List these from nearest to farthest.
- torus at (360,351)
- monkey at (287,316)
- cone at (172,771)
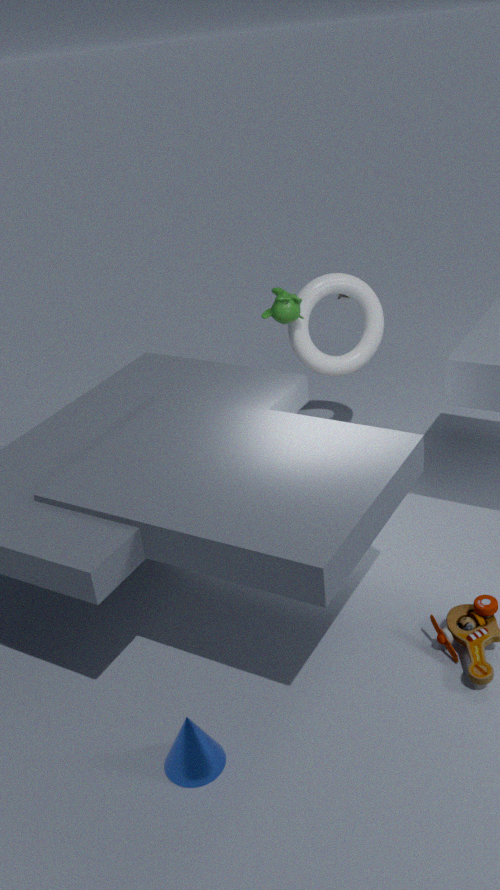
1. cone at (172,771)
2. monkey at (287,316)
3. torus at (360,351)
